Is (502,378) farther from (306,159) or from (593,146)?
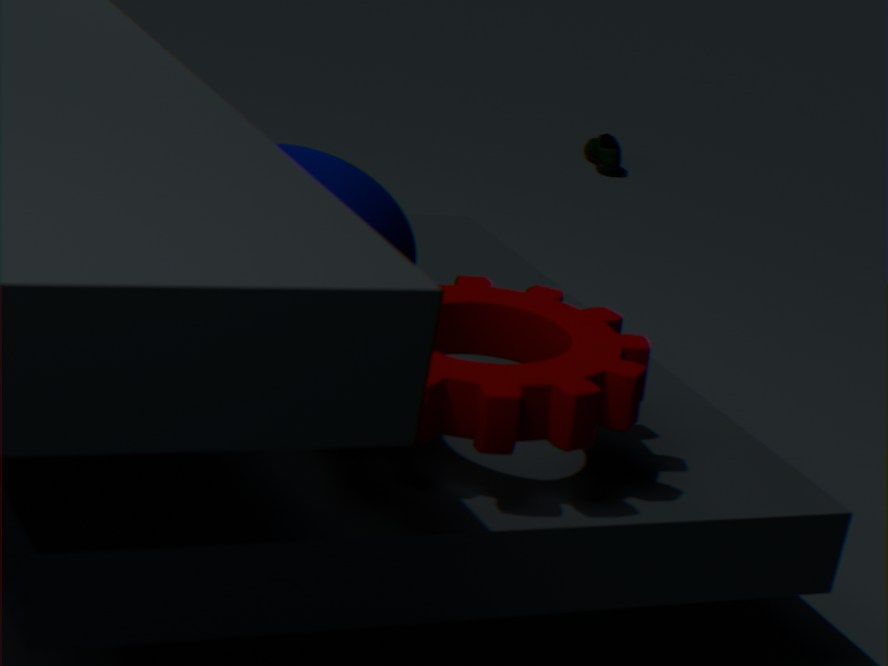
(593,146)
